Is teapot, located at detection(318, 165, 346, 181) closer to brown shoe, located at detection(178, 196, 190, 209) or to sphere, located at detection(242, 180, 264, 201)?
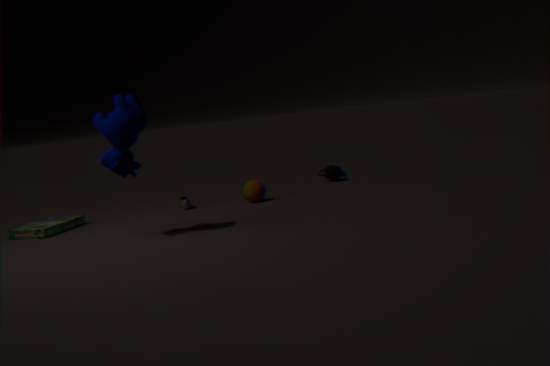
sphere, located at detection(242, 180, 264, 201)
